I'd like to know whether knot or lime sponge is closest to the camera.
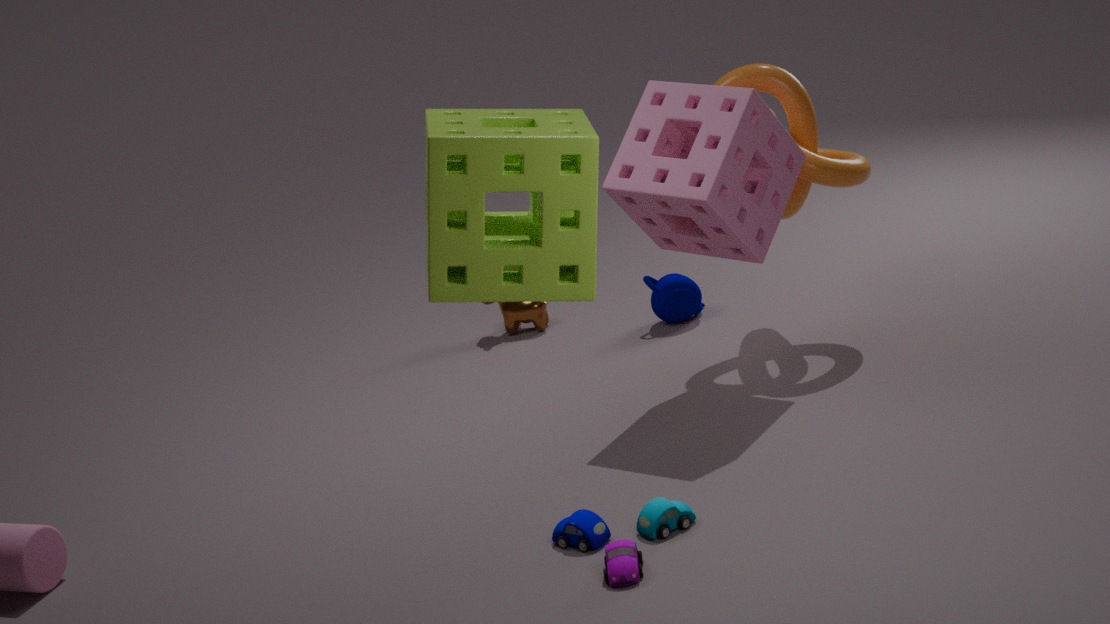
lime sponge
